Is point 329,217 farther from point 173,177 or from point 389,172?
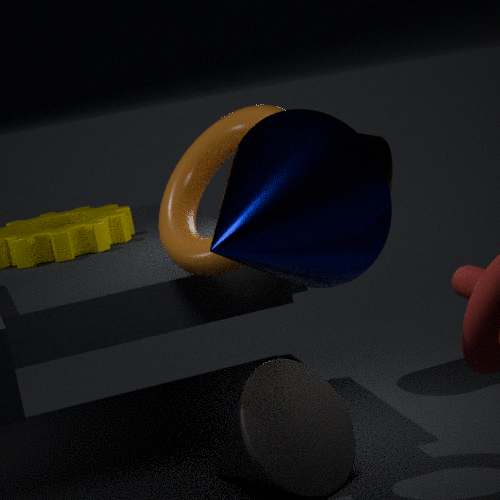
point 389,172
